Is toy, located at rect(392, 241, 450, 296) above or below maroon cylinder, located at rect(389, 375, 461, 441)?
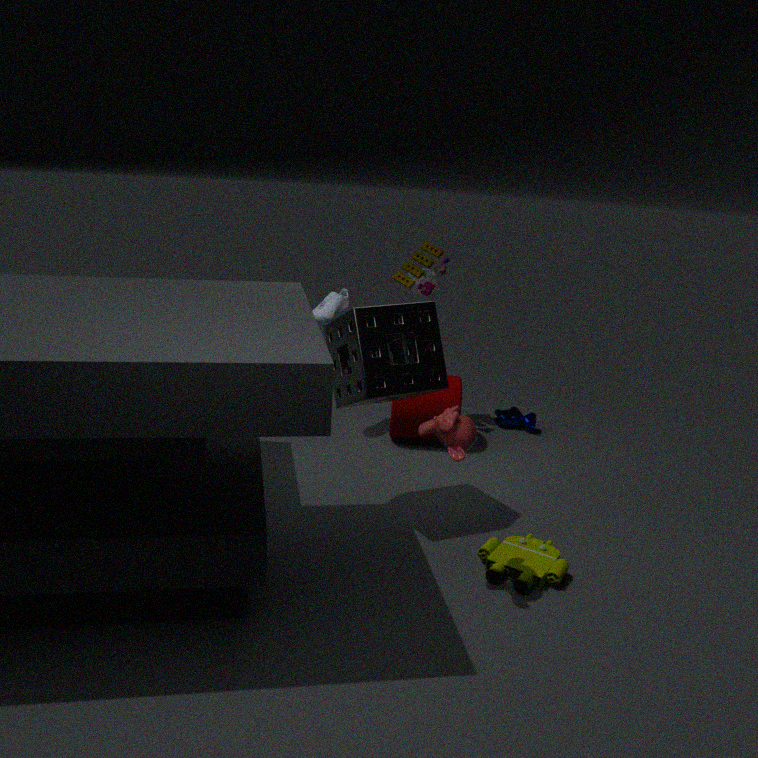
above
